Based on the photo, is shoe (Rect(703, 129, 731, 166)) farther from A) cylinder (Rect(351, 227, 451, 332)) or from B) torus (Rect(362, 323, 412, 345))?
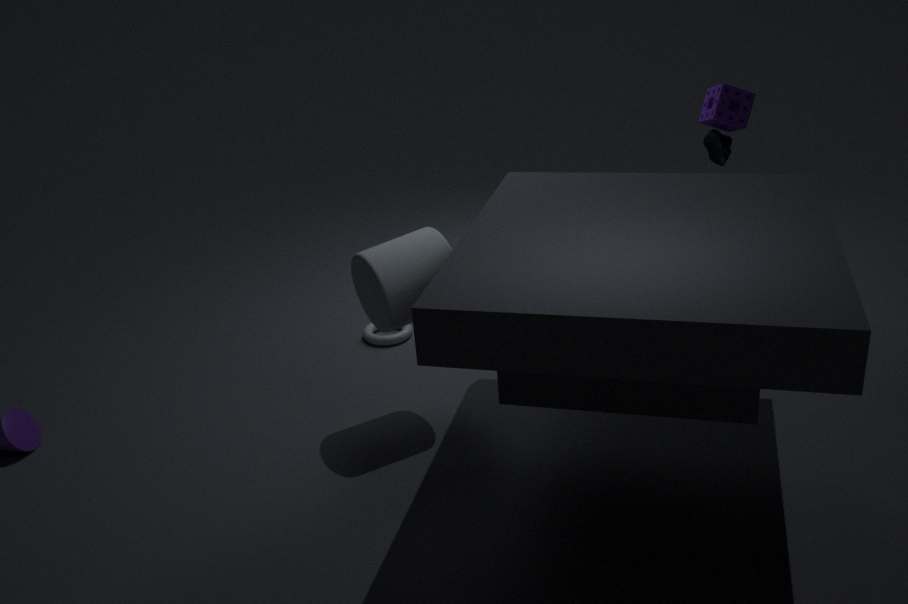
B) torus (Rect(362, 323, 412, 345))
